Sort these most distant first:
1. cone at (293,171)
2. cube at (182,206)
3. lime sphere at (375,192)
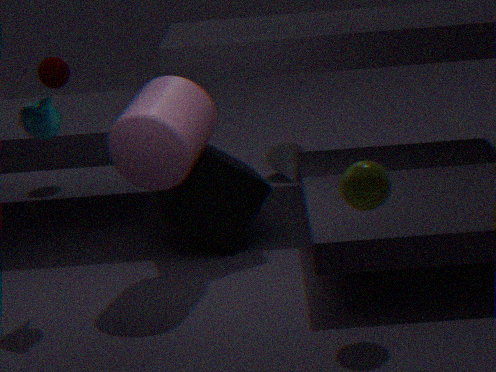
cone at (293,171) → cube at (182,206) → lime sphere at (375,192)
